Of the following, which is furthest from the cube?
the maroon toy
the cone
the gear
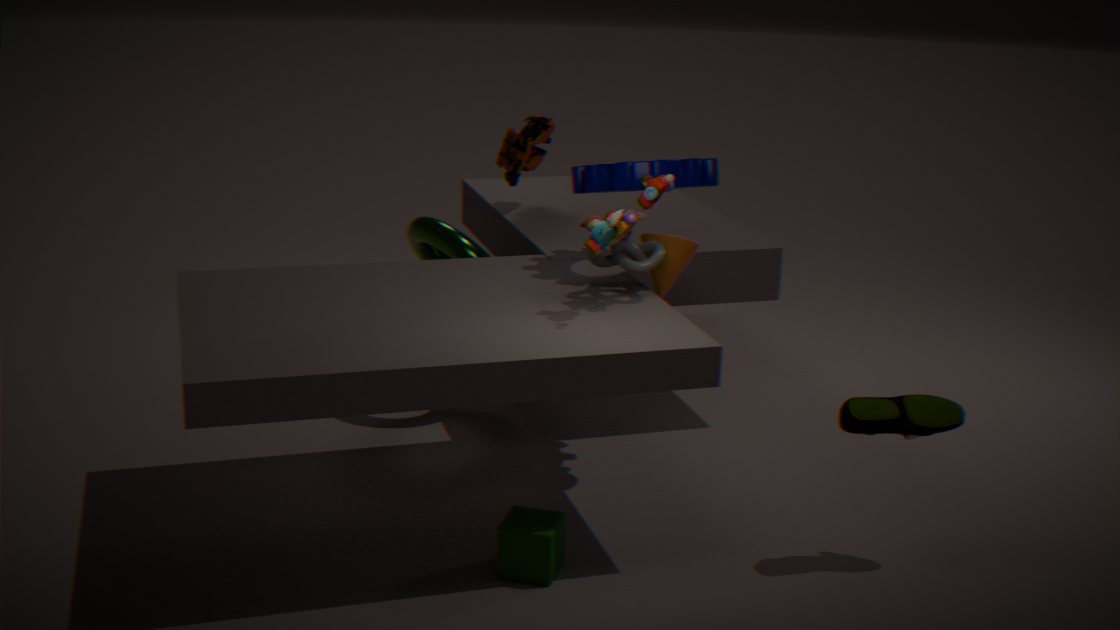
the maroon toy
